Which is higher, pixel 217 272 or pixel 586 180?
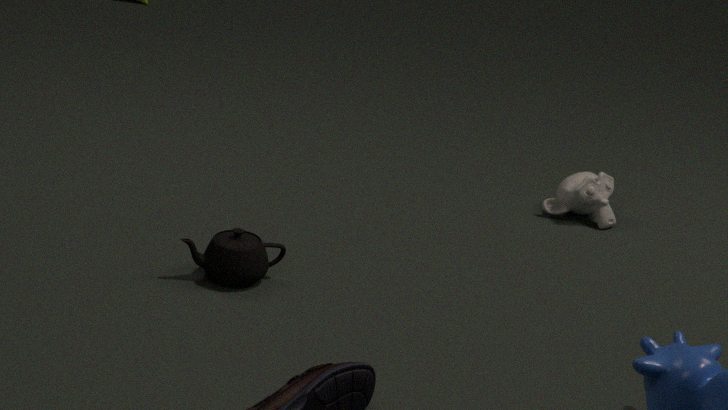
pixel 586 180
